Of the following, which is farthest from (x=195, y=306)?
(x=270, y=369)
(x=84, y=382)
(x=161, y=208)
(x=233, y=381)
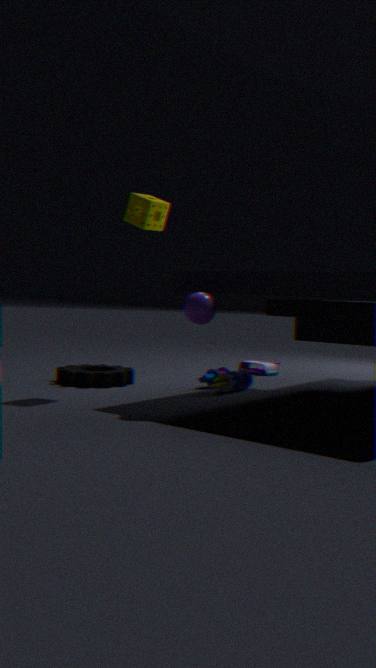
(x=270, y=369)
